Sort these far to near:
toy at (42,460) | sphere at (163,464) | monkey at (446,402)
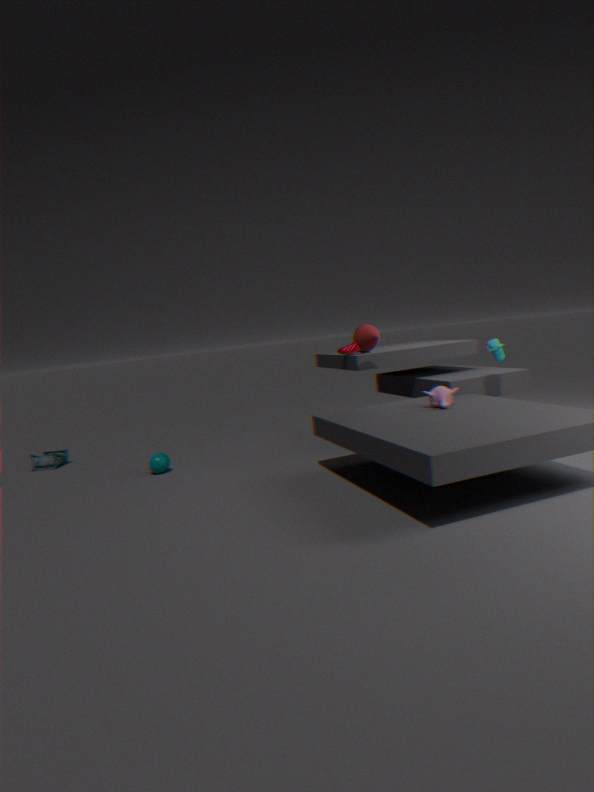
toy at (42,460), sphere at (163,464), monkey at (446,402)
